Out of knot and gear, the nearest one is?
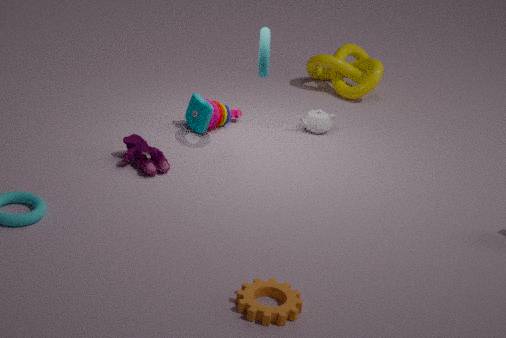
gear
